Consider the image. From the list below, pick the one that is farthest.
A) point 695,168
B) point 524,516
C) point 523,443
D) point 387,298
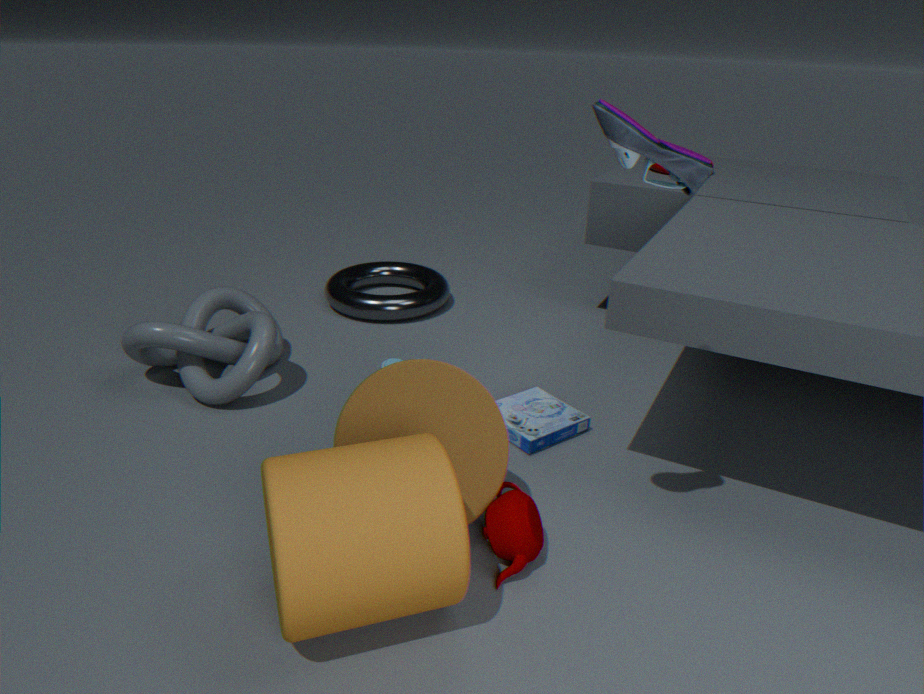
point 387,298
